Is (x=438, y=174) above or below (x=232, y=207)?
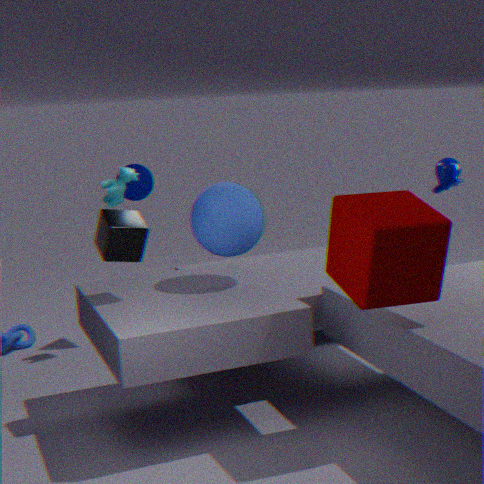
above
